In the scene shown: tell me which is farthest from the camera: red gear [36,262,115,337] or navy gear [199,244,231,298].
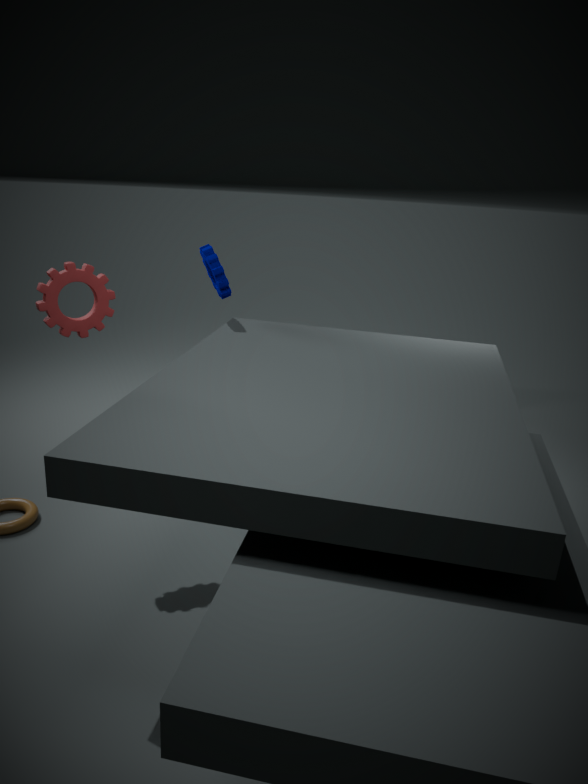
navy gear [199,244,231,298]
